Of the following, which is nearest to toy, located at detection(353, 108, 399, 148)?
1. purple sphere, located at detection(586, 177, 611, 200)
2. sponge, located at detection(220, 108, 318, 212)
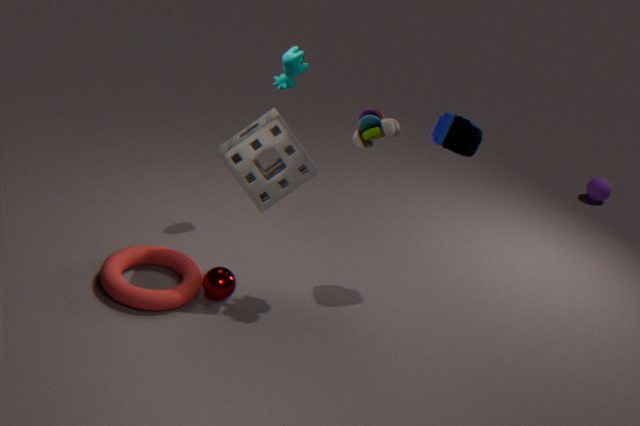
sponge, located at detection(220, 108, 318, 212)
